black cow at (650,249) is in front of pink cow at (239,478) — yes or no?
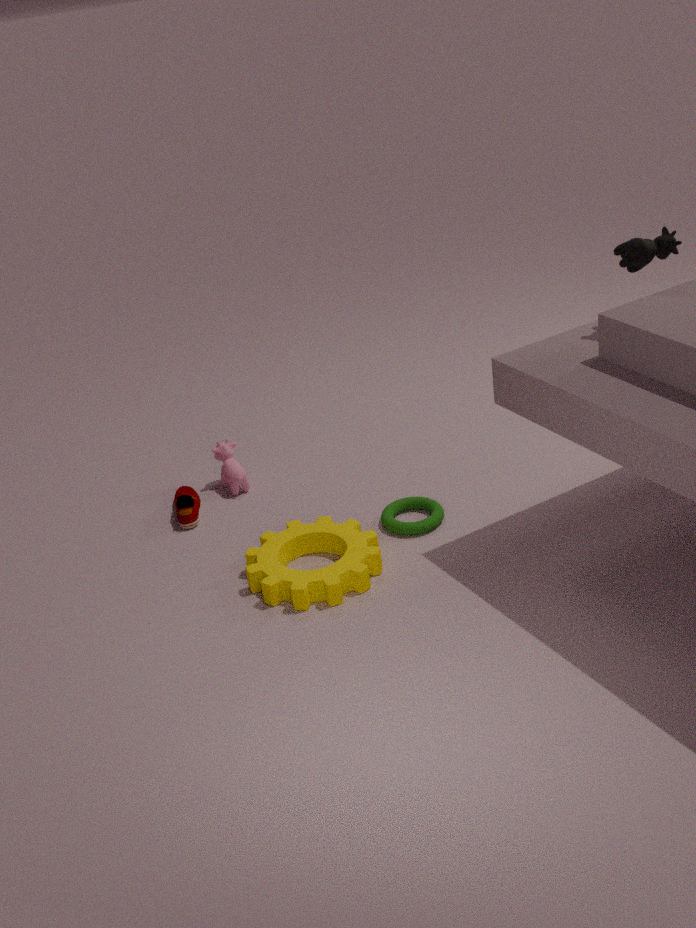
Yes
